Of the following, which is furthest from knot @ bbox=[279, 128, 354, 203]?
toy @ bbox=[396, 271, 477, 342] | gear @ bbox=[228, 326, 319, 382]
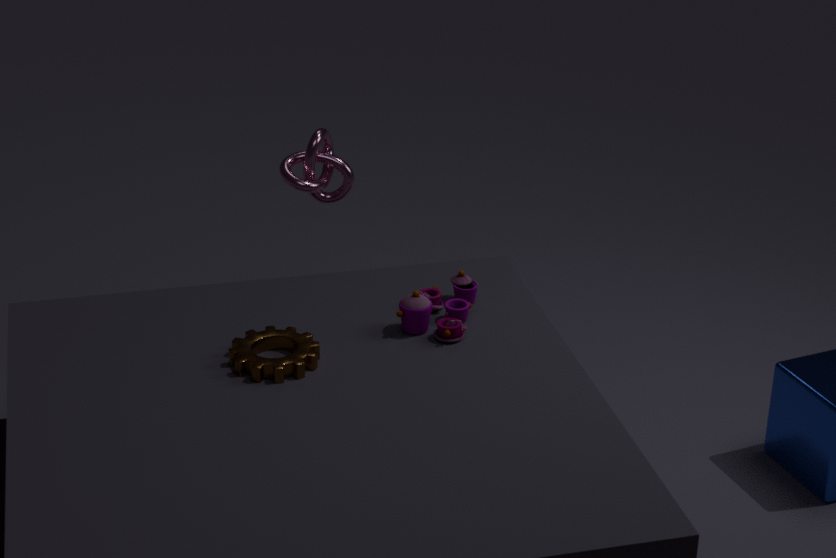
gear @ bbox=[228, 326, 319, 382]
